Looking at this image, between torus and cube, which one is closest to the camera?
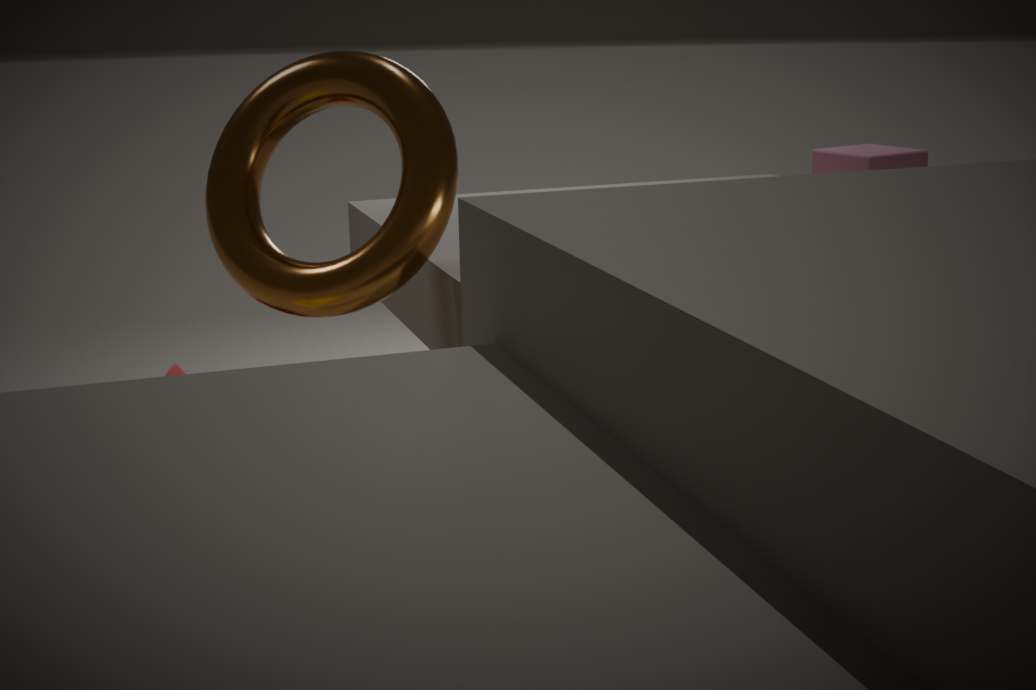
torus
